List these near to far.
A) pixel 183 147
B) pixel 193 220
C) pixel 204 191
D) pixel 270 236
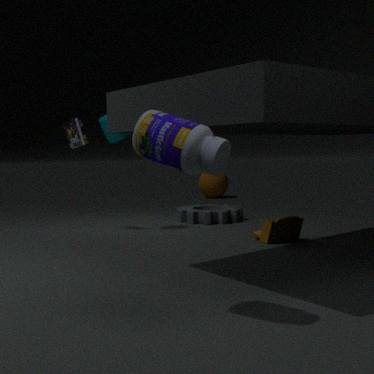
pixel 183 147, pixel 270 236, pixel 193 220, pixel 204 191
